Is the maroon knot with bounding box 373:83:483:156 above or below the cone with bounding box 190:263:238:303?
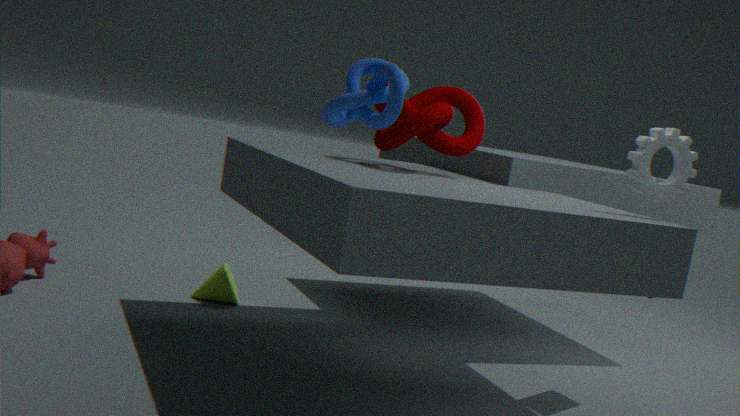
above
